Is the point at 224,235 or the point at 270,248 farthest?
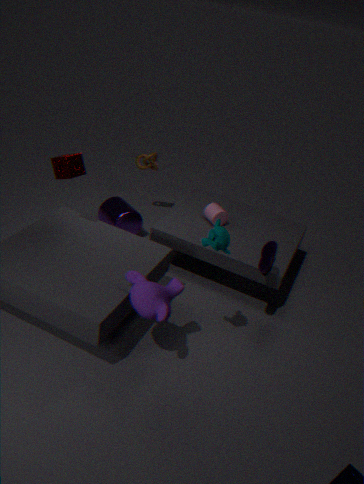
the point at 270,248
